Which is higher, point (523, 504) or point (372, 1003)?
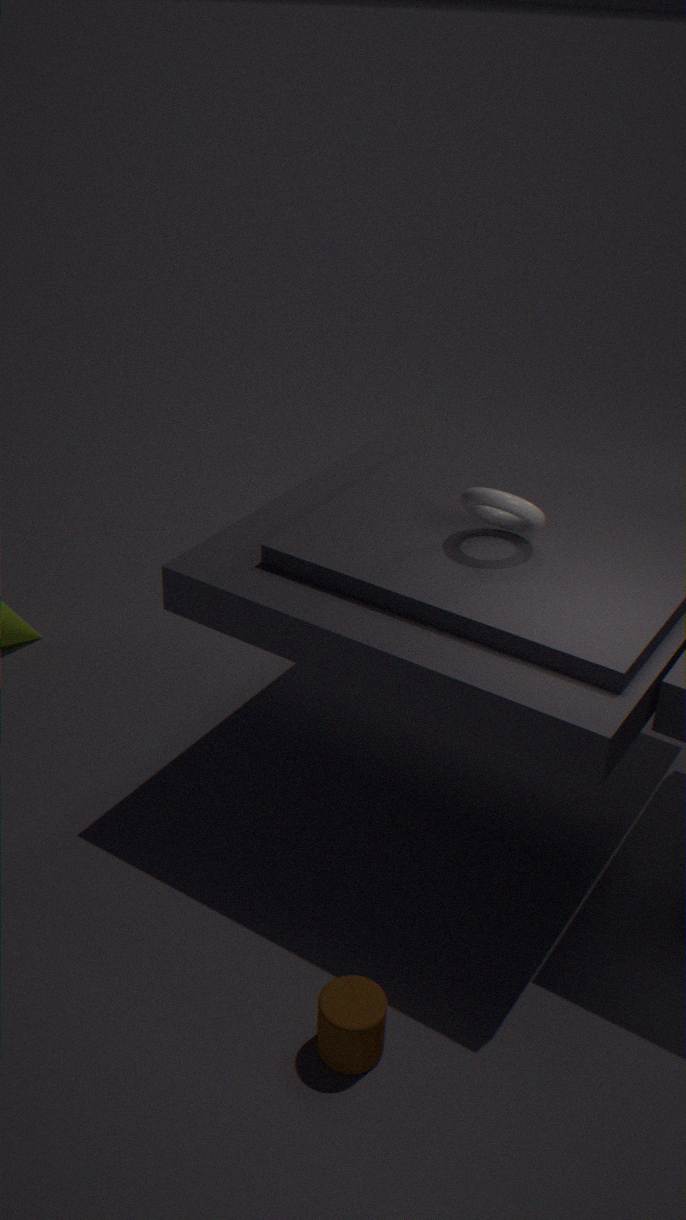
point (523, 504)
